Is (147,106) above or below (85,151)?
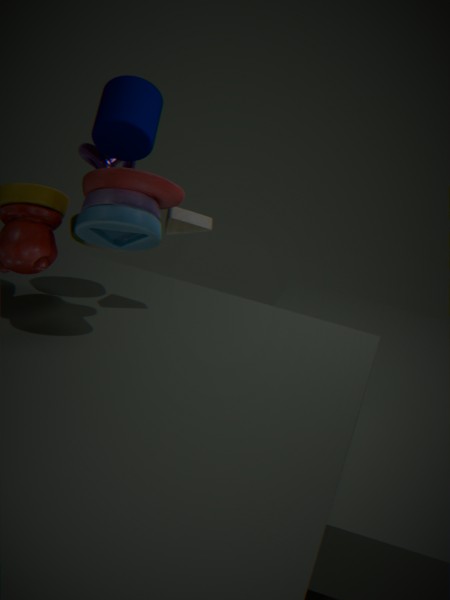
above
